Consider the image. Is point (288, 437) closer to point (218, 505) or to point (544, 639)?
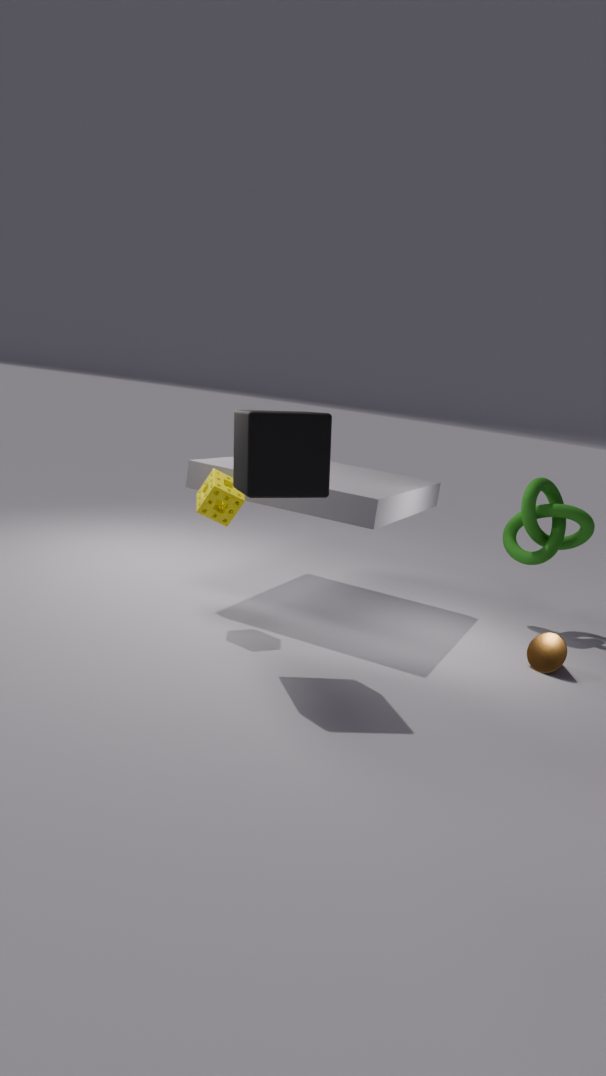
point (218, 505)
